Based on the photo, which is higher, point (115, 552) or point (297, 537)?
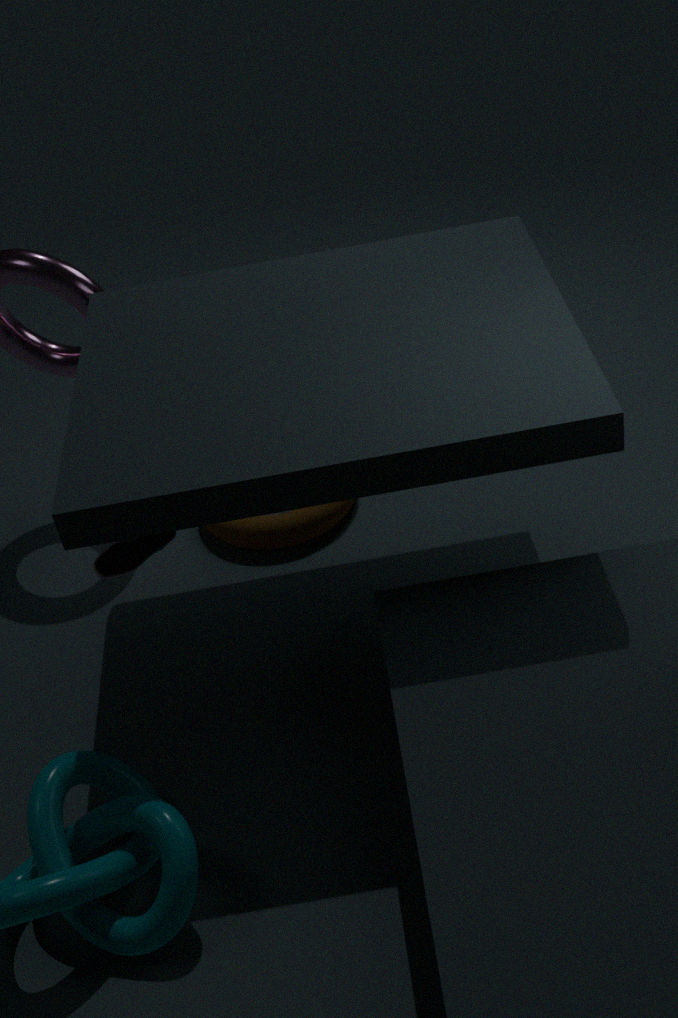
point (115, 552)
